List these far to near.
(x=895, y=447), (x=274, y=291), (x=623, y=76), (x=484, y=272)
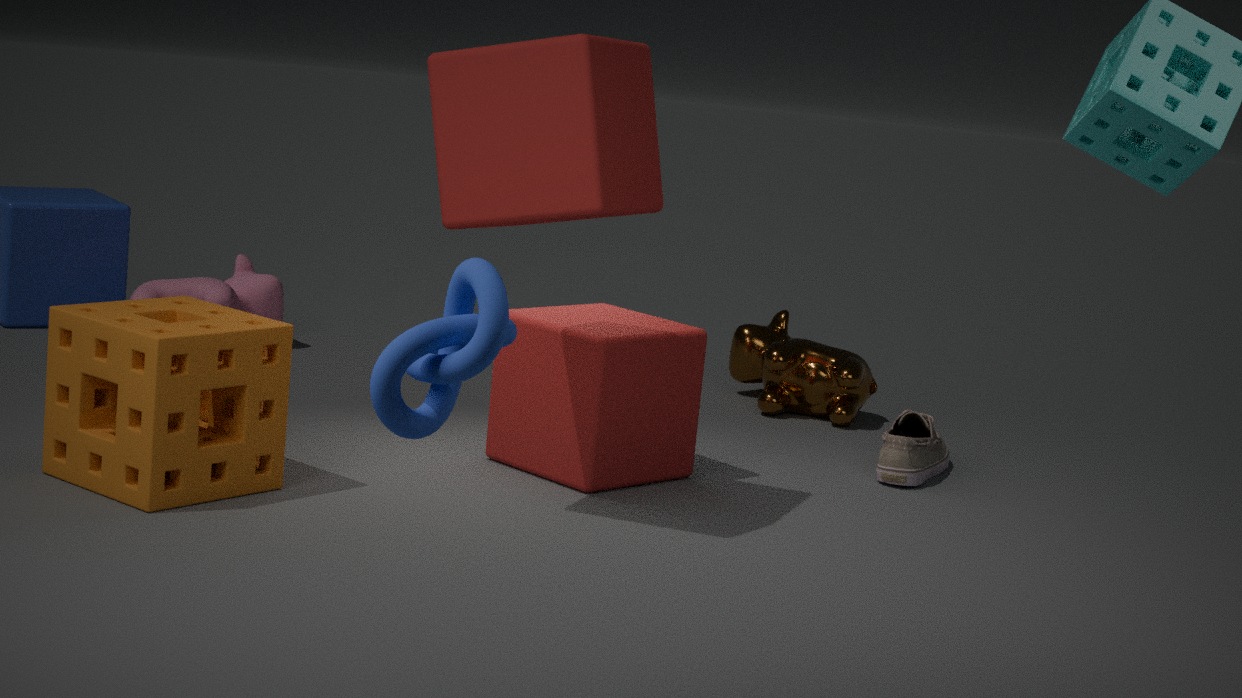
(x=274, y=291) < (x=895, y=447) < (x=623, y=76) < (x=484, y=272)
